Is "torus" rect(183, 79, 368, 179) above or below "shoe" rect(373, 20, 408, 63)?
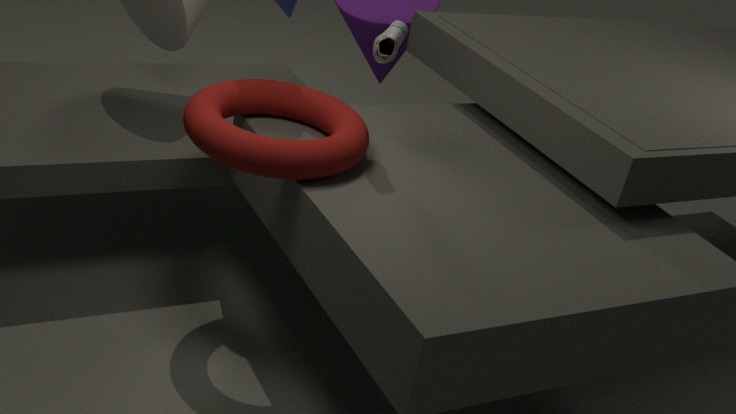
below
